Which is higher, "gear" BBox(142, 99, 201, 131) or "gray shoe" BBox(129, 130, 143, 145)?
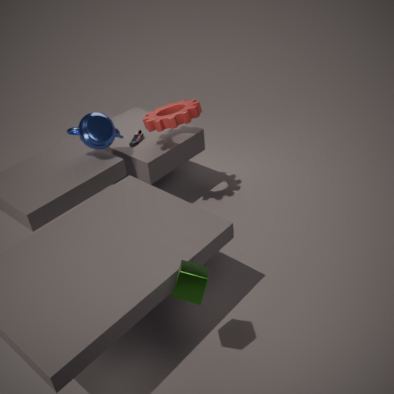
"gear" BBox(142, 99, 201, 131)
